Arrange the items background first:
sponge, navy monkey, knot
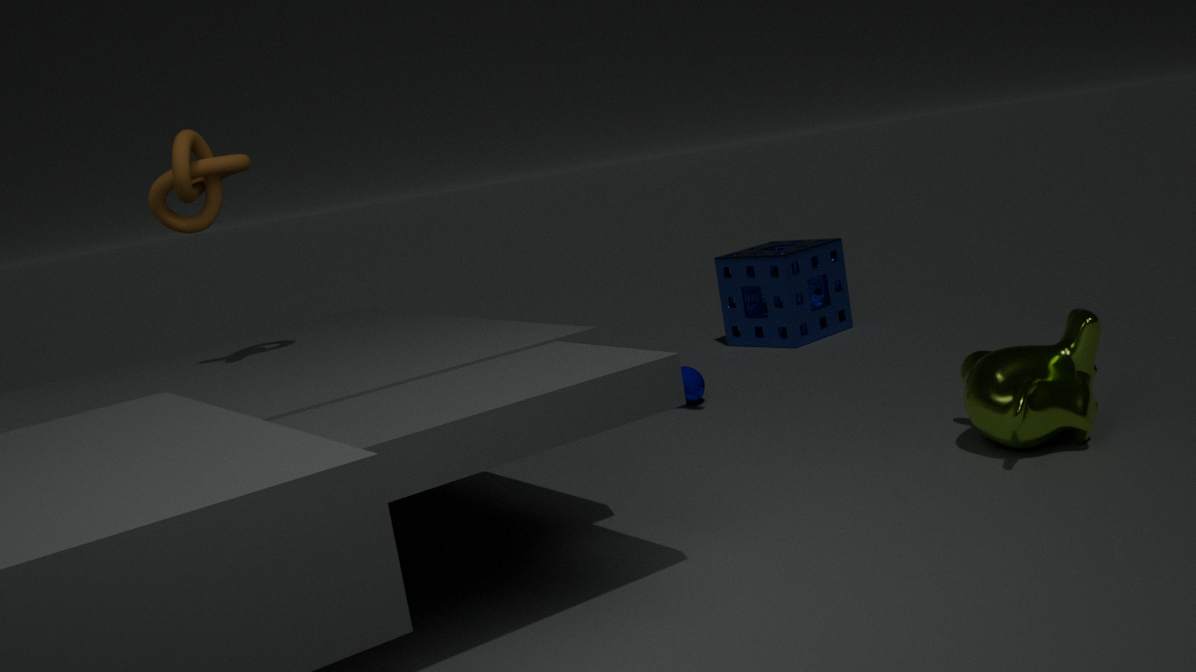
sponge → navy monkey → knot
